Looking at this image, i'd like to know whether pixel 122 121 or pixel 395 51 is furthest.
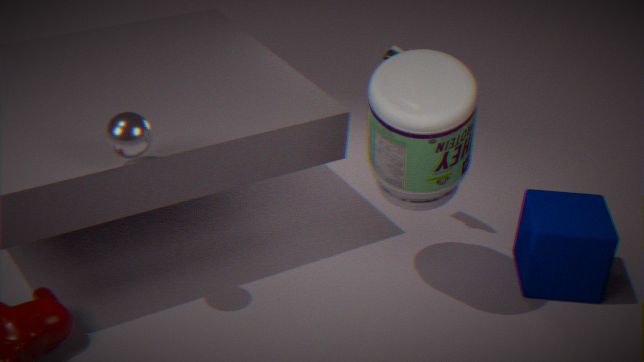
pixel 395 51
